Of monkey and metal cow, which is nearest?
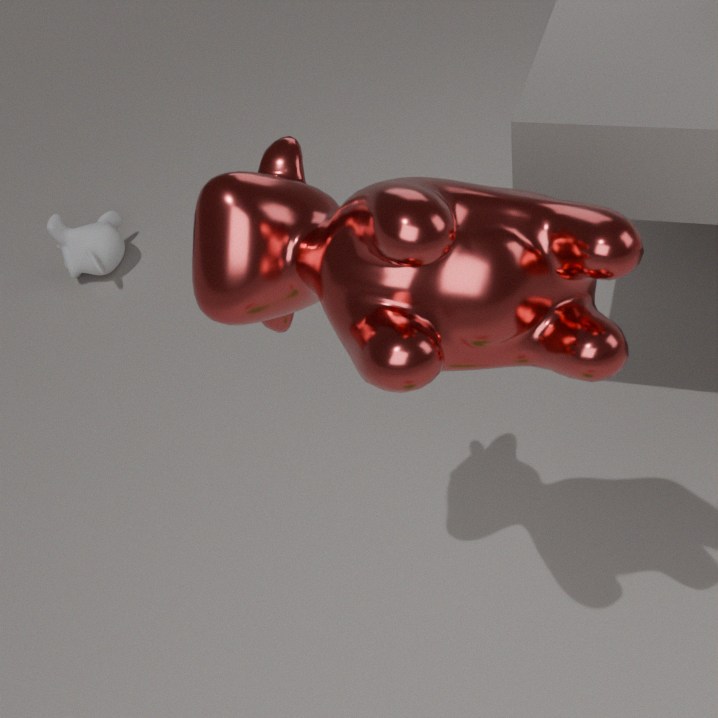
metal cow
